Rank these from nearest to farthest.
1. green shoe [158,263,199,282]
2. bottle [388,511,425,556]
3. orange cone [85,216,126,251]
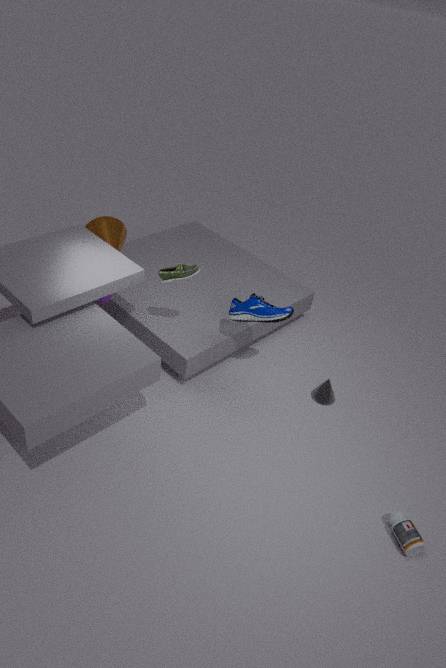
bottle [388,511,425,556] < green shoe [158,263,199,282] < orange cone [85,216,126,251]
